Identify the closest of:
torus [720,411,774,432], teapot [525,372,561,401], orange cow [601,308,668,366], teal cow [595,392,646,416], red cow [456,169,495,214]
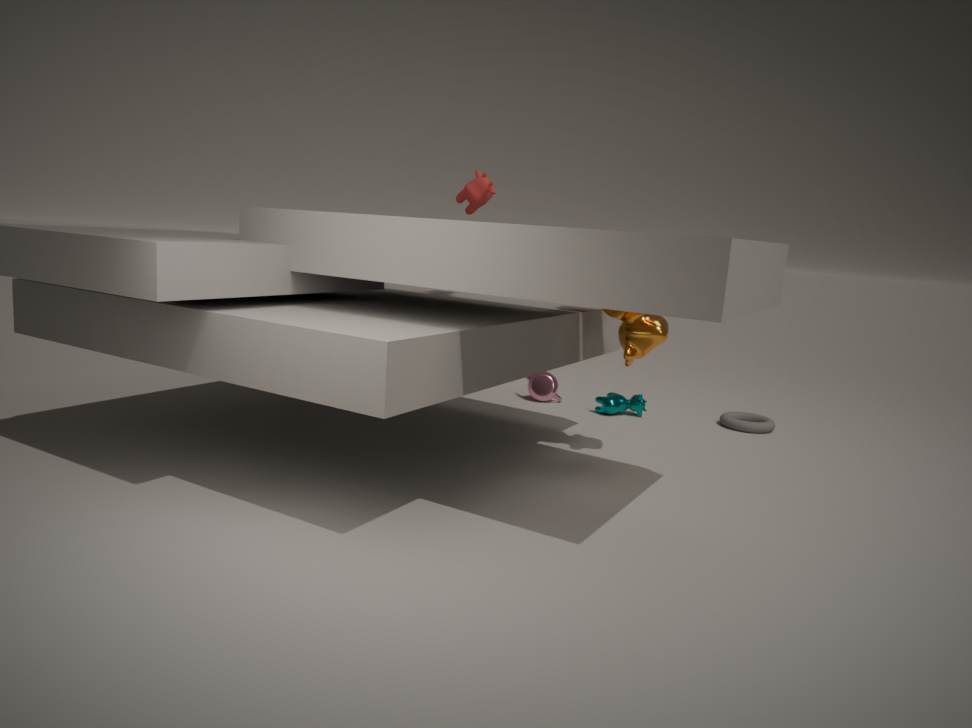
orange cow [601,308,668,366]
